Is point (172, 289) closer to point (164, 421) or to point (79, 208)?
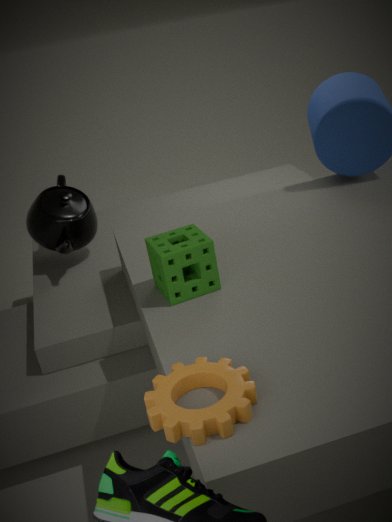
point (164, 421)
